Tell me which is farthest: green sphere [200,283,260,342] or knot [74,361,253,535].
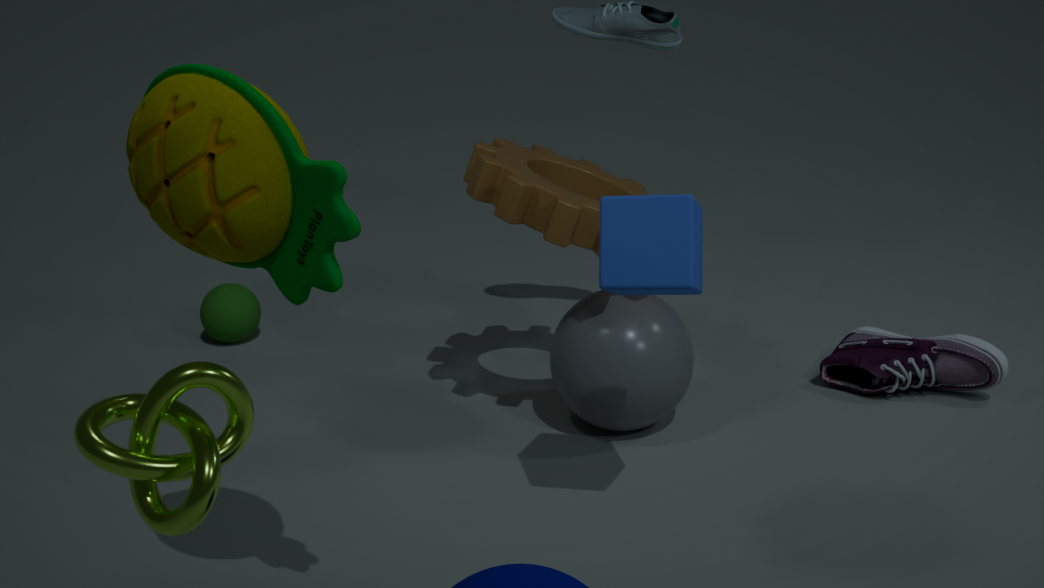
green sphere [200,283,260,342]
